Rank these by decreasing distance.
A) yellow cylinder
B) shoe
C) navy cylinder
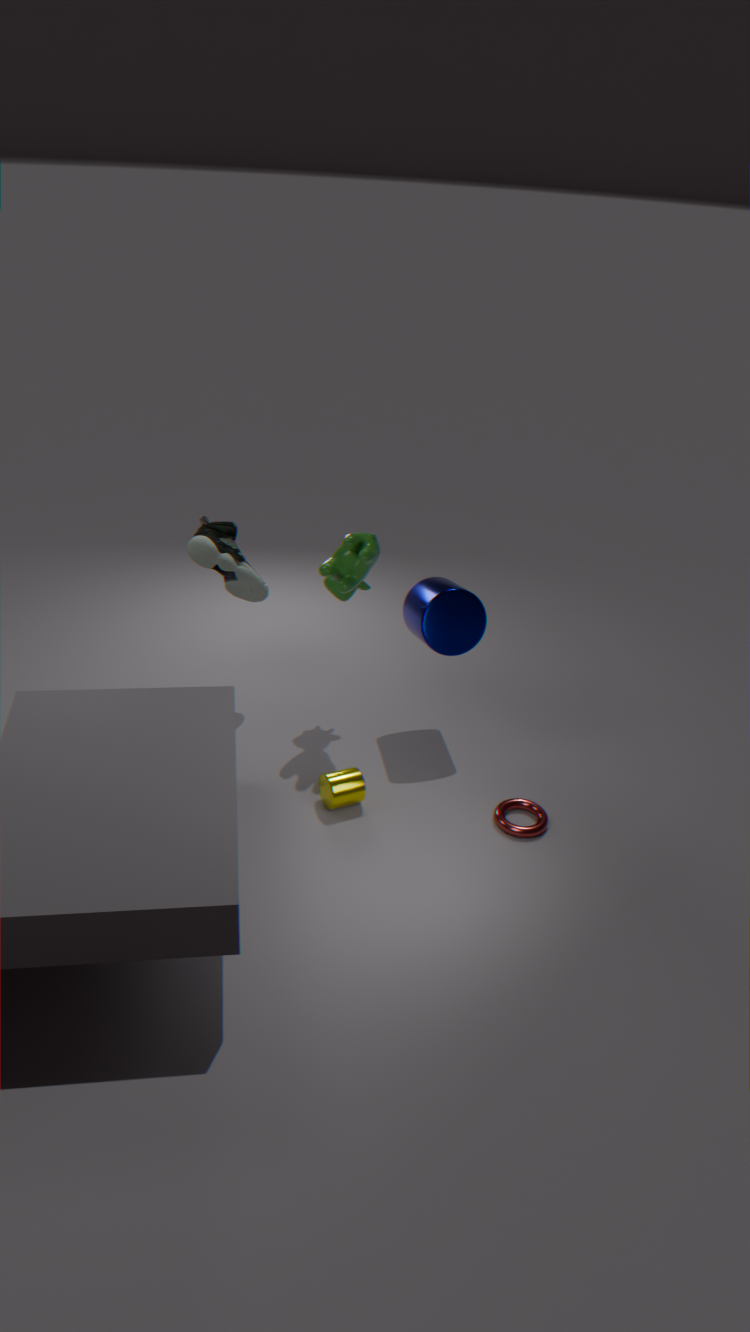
B. shoe → C. navy cylinder → A. yellow cylinder
